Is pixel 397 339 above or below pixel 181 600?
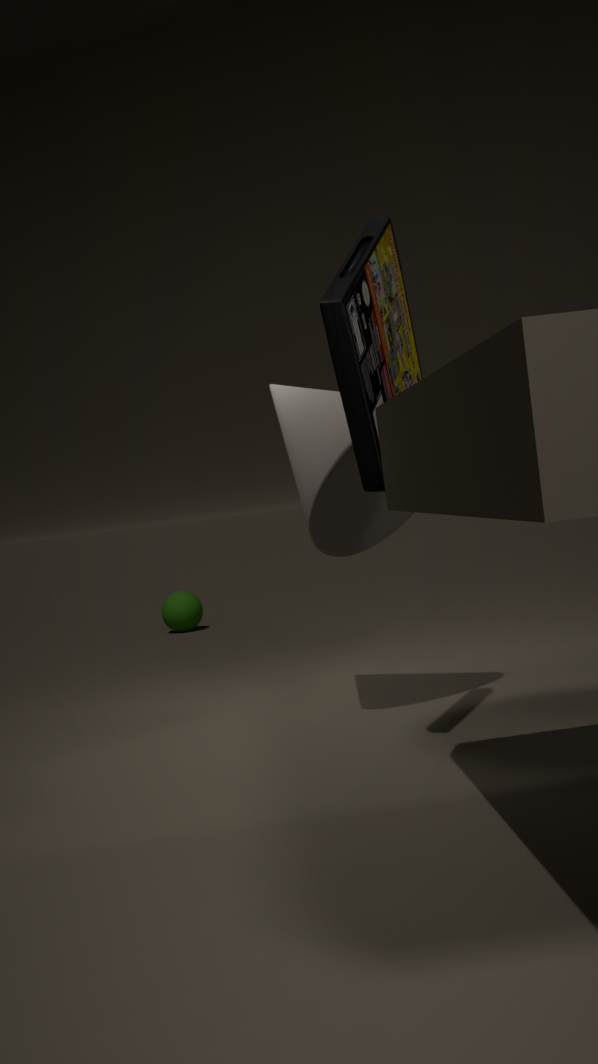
above
